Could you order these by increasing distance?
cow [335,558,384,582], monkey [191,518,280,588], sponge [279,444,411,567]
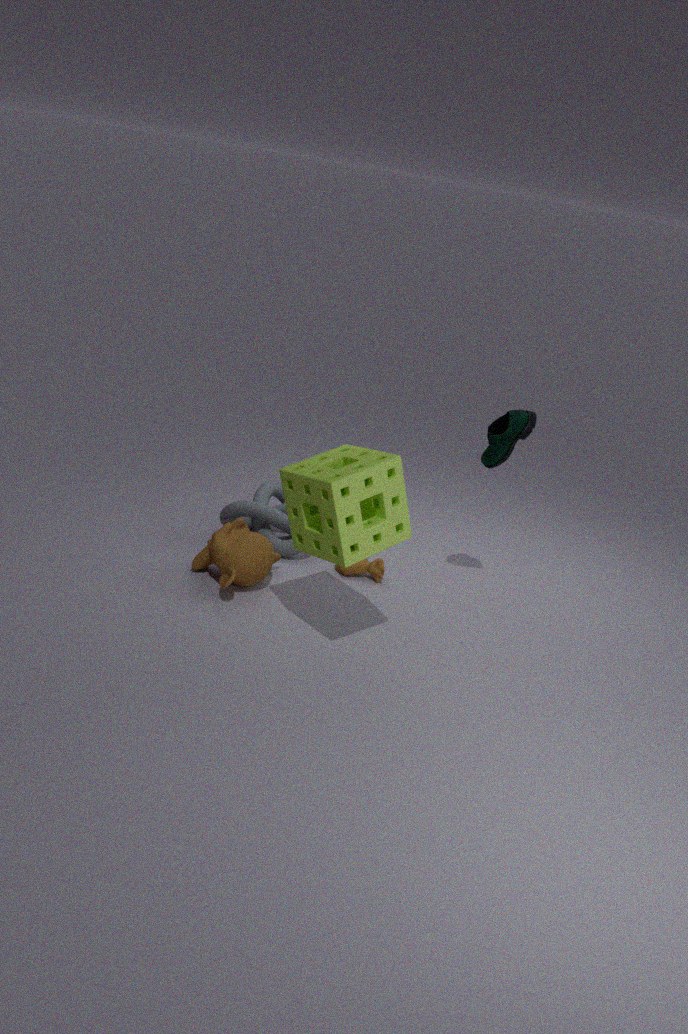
sponge [279,444,411,567]
monkey [191,518,280,588]
cow [335,558,384,582]
